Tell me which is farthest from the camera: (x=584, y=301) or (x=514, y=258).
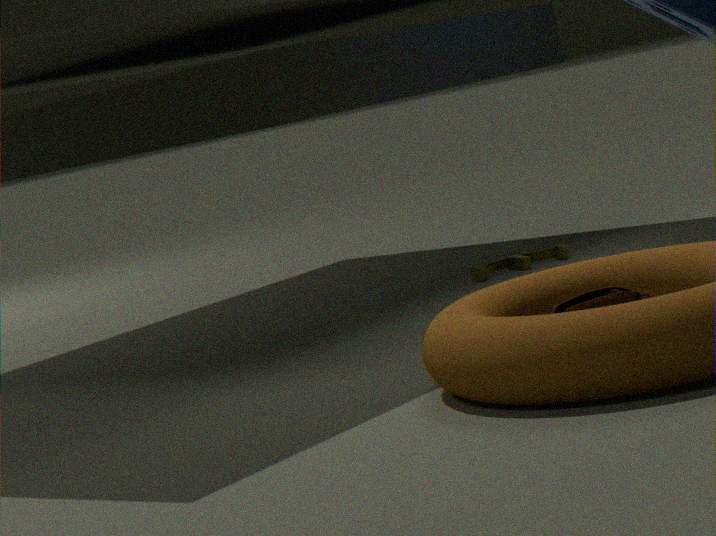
(x=514, y=258)
